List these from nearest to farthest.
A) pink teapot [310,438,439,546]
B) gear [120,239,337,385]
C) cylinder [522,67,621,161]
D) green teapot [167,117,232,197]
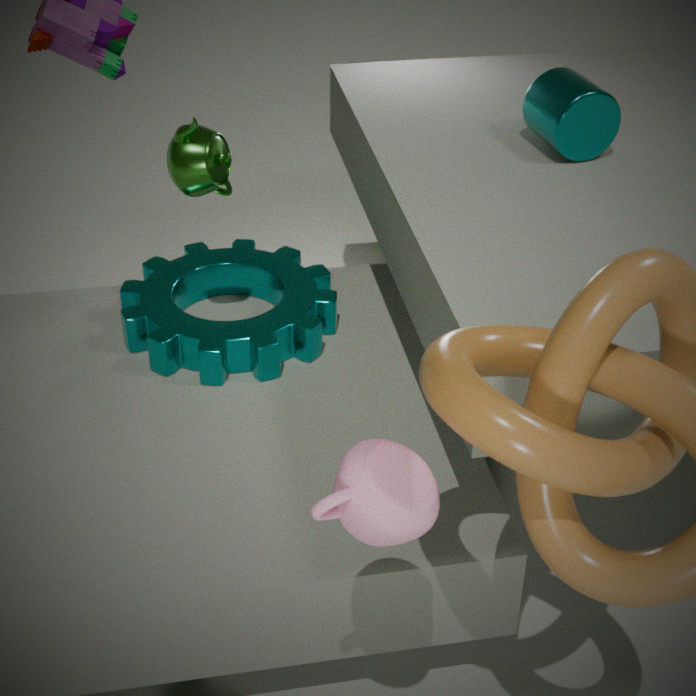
pink teapot [310,438,439,546] < green teapot [167,117,232,197] < gear [120,239,337,385] < cylinder [522,67,621,161]
